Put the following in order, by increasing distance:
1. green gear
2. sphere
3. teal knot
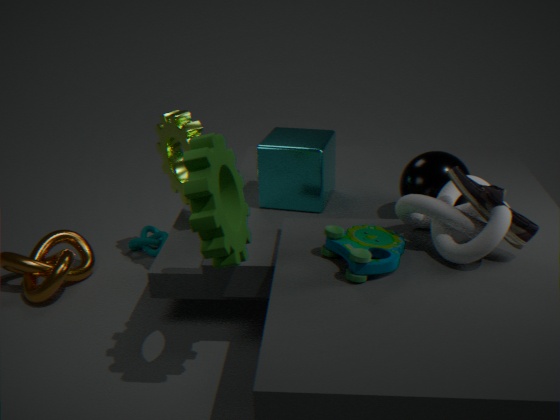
1. green gear
2. sphere
3. teal knot
